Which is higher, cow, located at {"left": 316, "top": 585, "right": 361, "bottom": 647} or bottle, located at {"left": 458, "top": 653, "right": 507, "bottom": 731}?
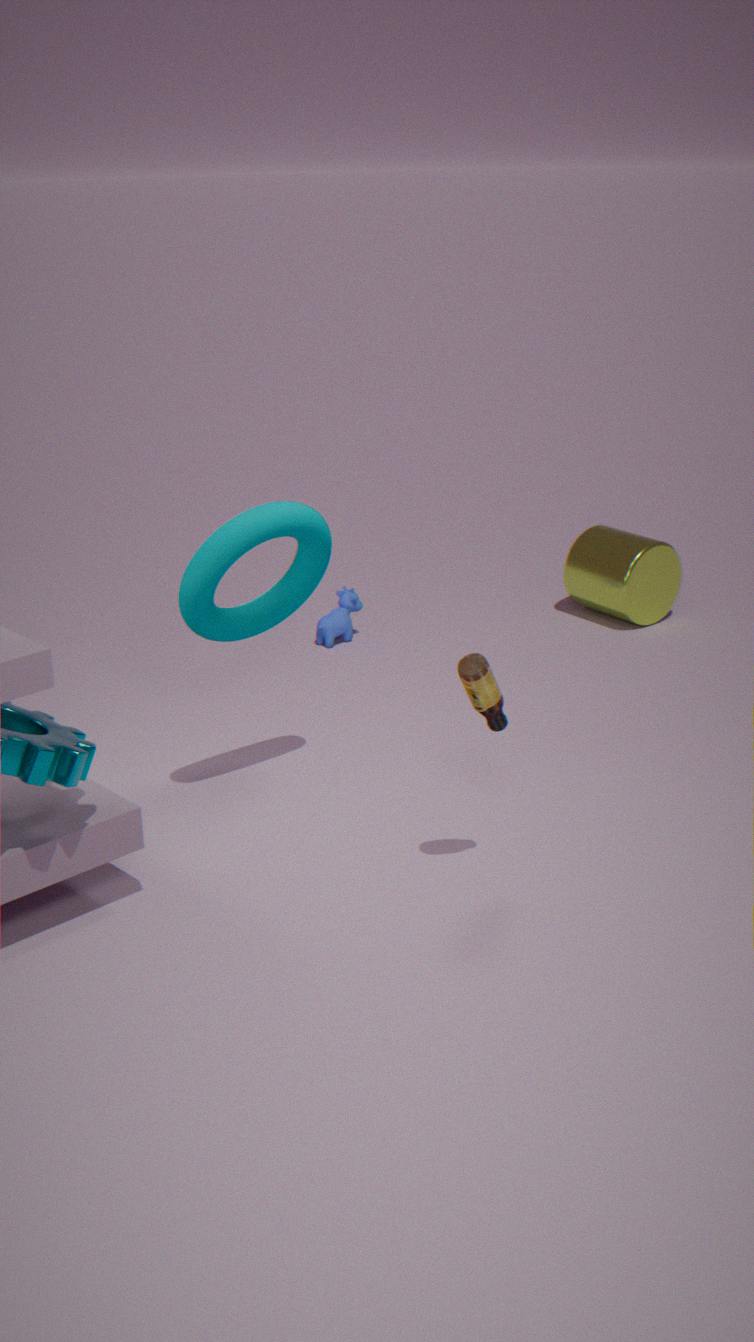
bottle, located at {"left": 458, "top": 653, "right": 507, "bottom": 731}
